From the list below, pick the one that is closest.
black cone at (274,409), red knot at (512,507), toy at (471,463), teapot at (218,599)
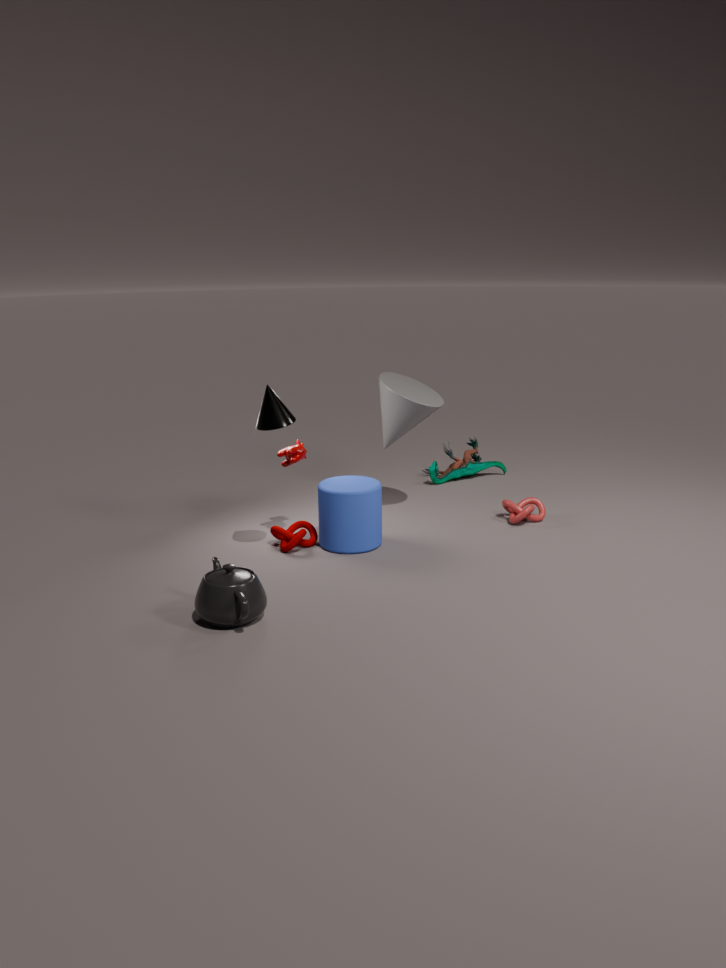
teapot at (218,599)
